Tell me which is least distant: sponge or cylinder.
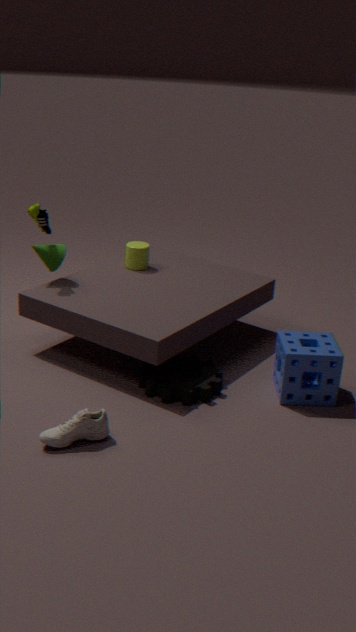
sponge
